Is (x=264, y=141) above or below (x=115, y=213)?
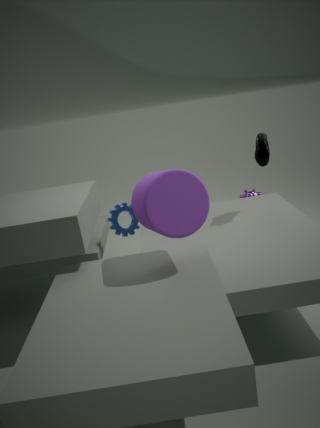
above
